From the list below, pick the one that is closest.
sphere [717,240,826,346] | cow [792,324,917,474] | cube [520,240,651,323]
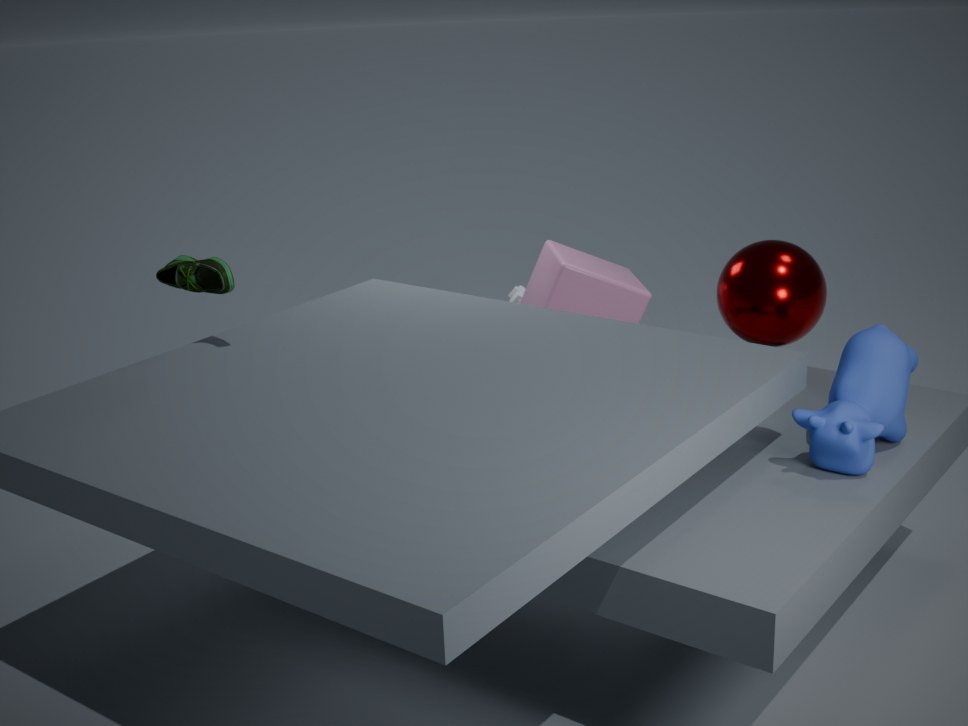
cow [792,324,917,474]
